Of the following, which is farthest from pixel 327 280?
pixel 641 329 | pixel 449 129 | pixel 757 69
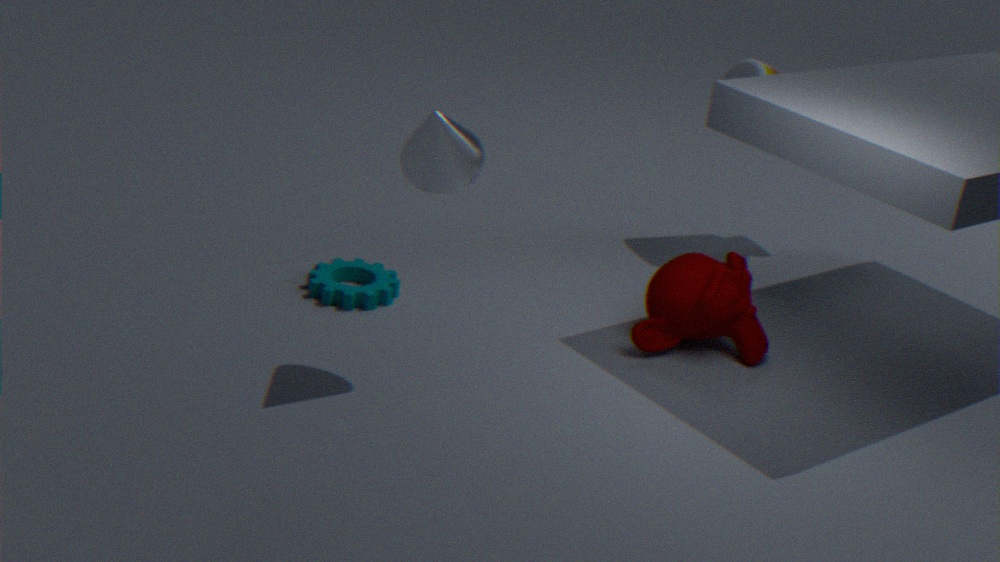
pixel 757 69
